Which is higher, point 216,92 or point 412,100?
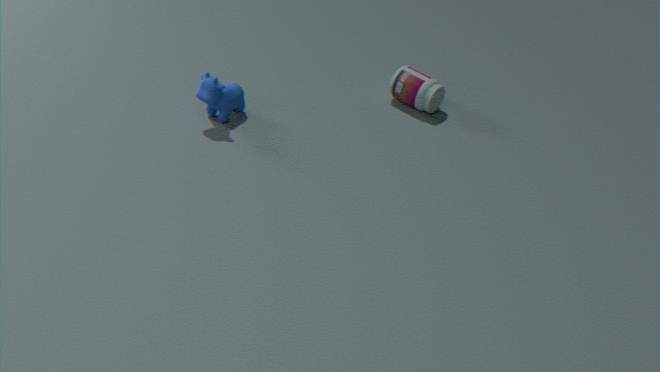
point 216,92
